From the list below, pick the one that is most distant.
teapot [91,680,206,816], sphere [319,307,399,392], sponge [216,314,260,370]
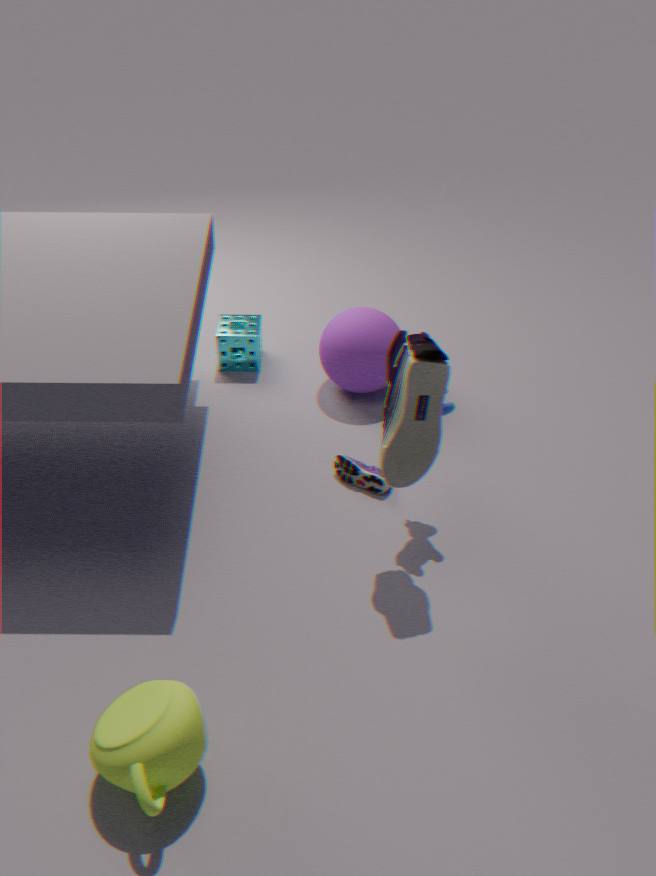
sponge [216,314,260,370]
